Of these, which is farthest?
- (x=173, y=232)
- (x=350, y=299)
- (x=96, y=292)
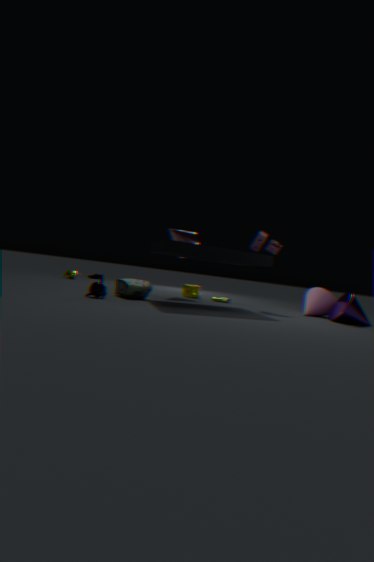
(x=173, y=232)
